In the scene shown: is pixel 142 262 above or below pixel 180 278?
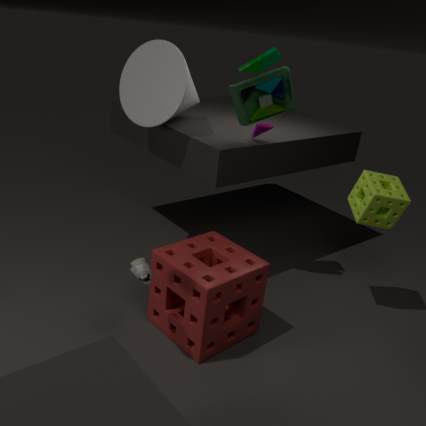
above
